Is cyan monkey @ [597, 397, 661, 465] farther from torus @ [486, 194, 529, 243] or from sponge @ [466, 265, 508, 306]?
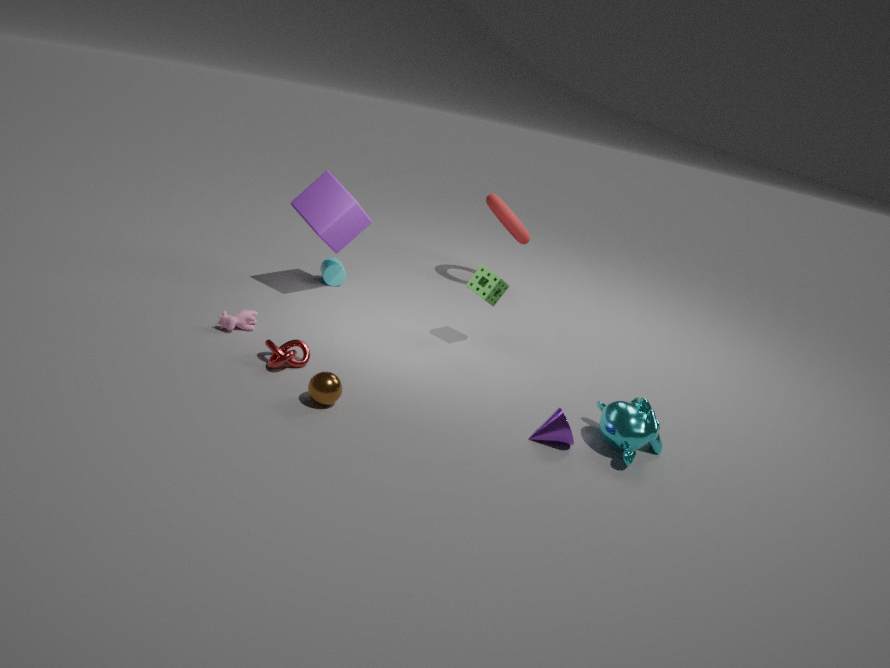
torus @ [486, 194, 529, 243]
